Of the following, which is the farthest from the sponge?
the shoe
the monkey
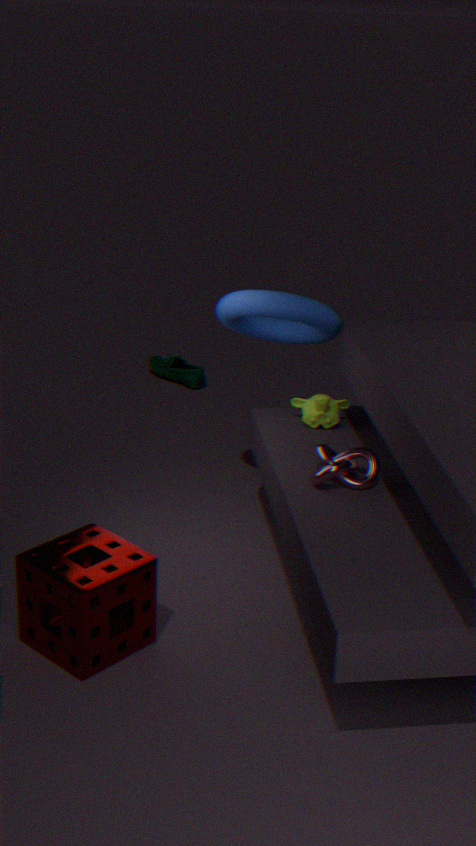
the shoe
